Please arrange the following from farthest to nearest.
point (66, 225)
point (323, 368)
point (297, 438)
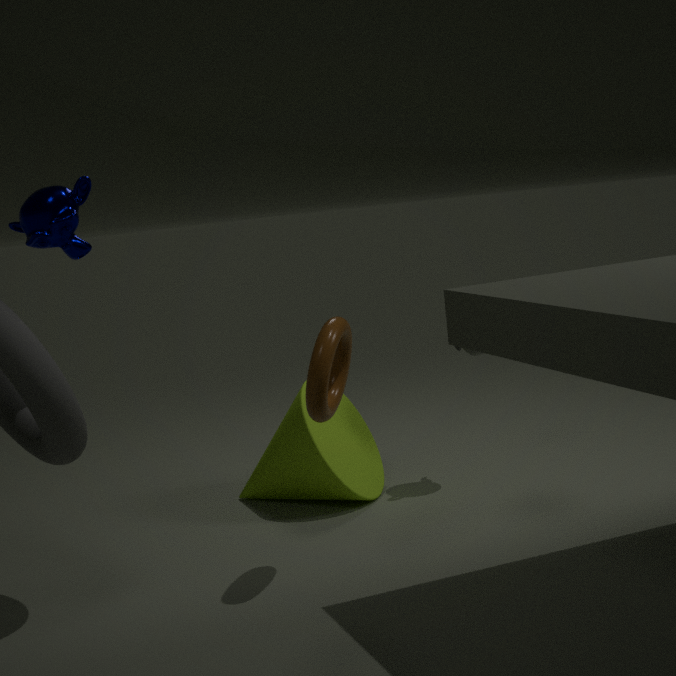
point (297, 438) → point (66, 225) → point (323, 368)
